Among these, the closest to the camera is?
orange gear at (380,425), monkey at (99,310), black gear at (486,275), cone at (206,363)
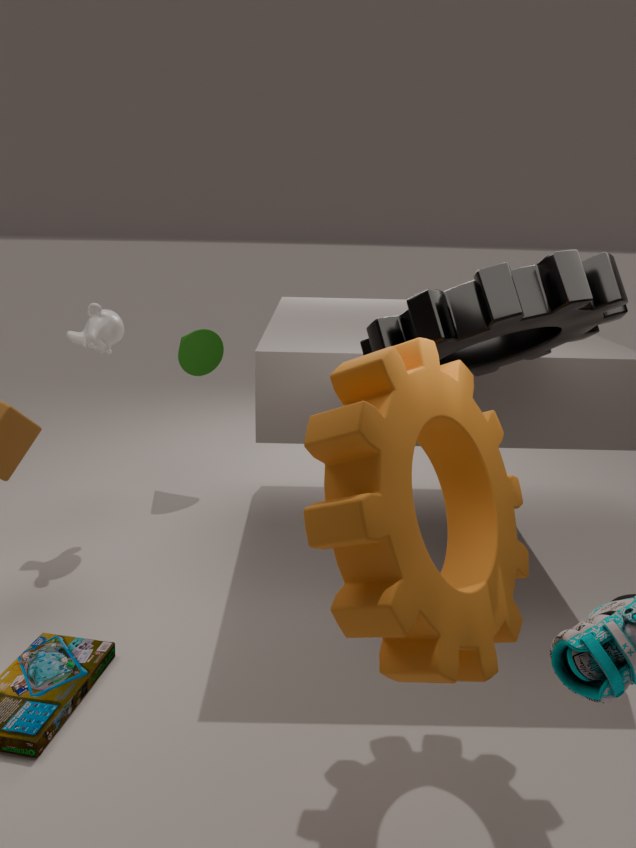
orange gear at (380,425)
